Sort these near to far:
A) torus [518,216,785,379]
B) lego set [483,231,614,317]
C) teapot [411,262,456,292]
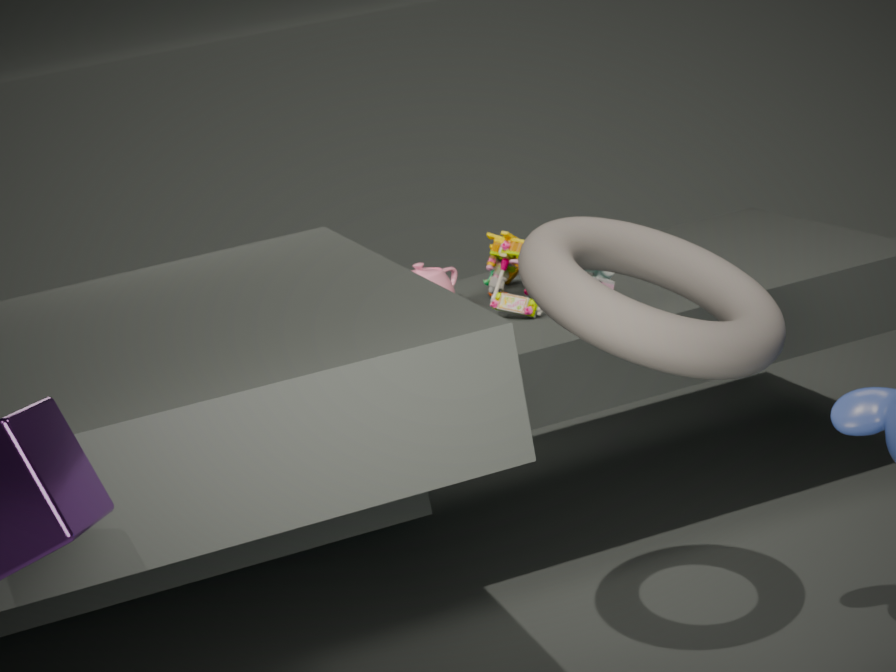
torus [518,216,785,379] → lego set [483,231,614,317] → teapot [411,262,456,292]
